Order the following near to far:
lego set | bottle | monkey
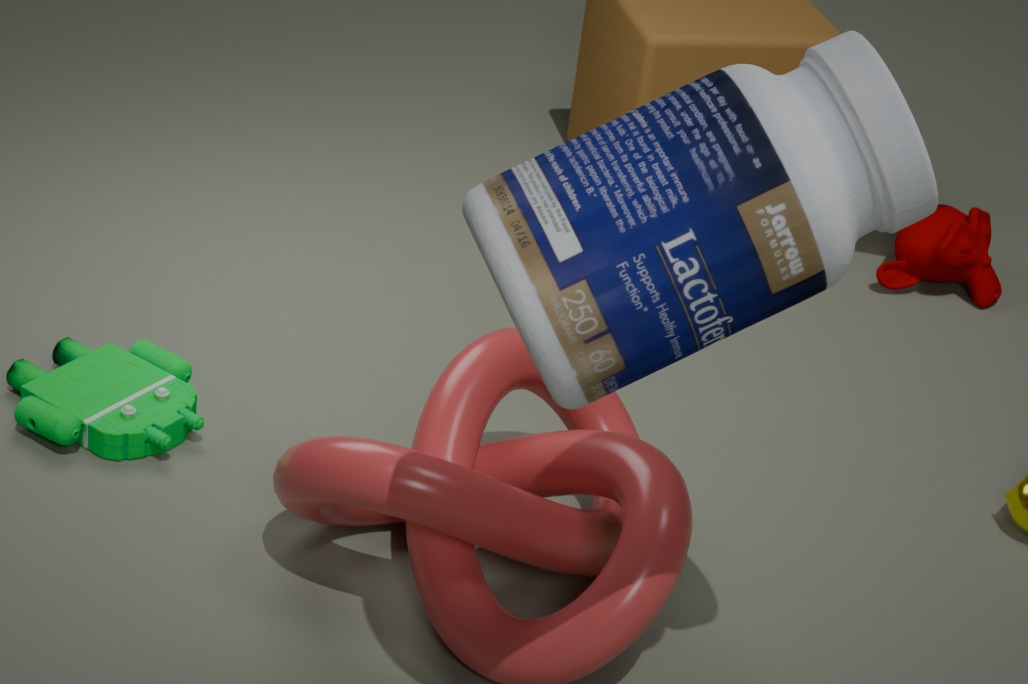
bottle → lego set → monkey
